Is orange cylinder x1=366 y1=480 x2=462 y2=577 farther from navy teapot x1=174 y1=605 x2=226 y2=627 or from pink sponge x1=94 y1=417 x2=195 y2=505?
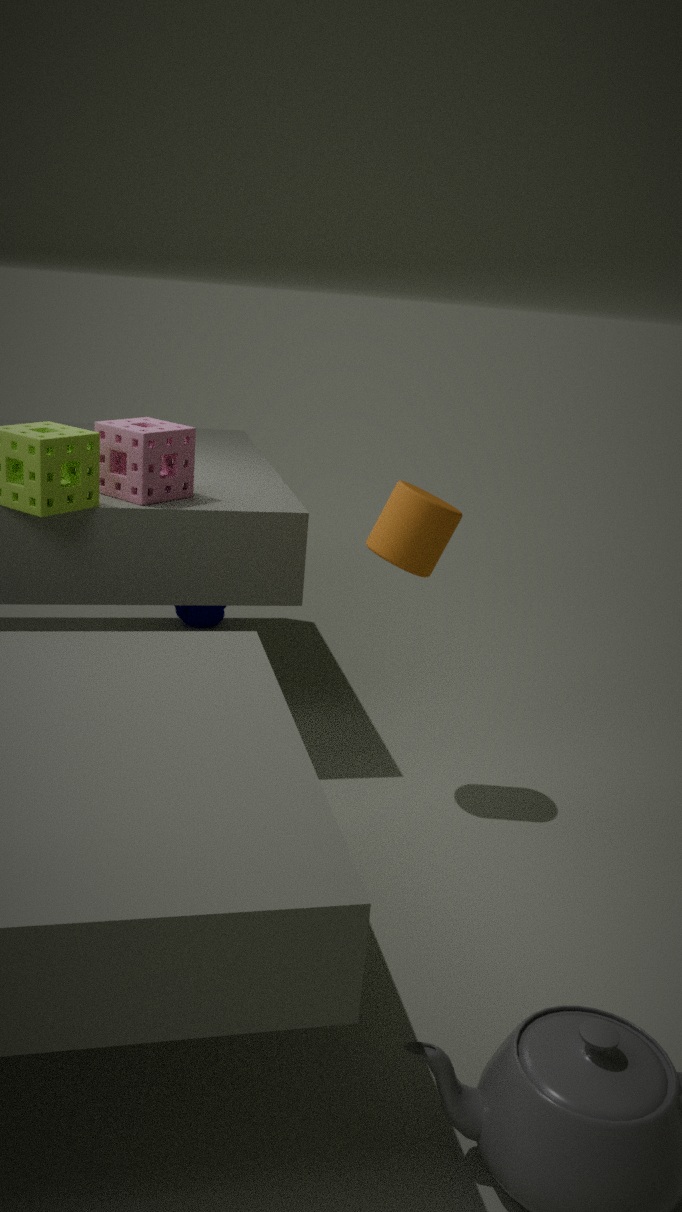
navy teapot x1=174 y1=605 x2=226 y2=627
